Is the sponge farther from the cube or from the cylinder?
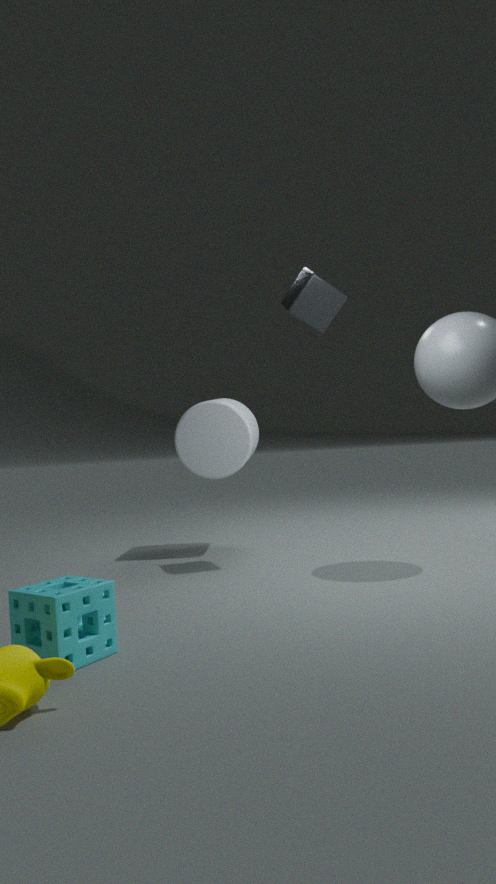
the cube
